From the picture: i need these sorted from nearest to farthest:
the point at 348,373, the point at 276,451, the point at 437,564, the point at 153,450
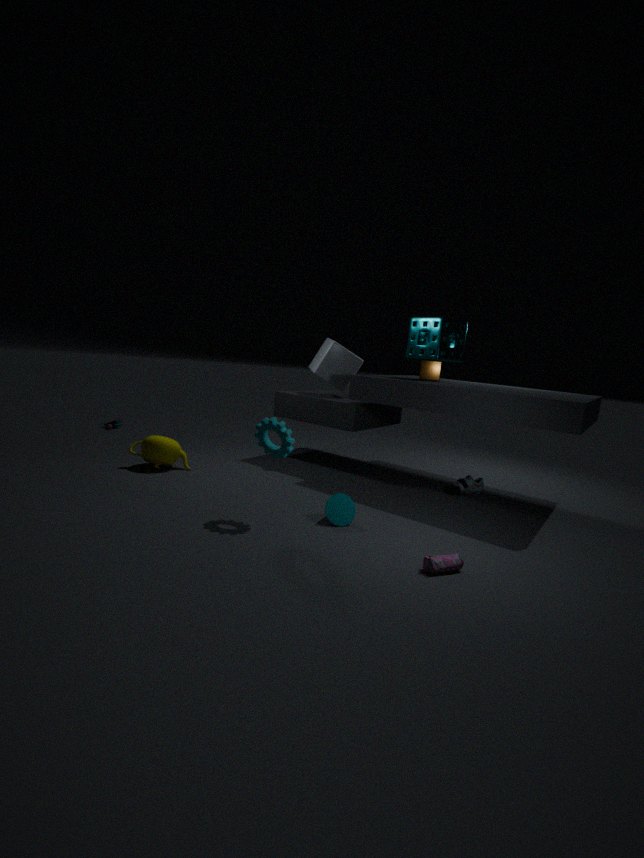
1. the point at 437,564
2. the point at 276,451
3. the point at 153,450
4. the point at 348,373
